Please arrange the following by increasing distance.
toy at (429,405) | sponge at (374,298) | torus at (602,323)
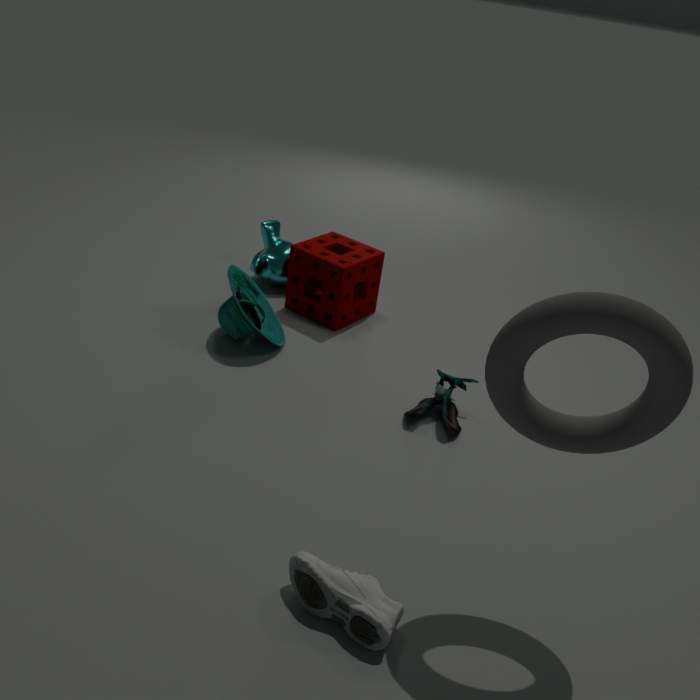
torus at (602,323) → toy at (429,405) → sponge at (374,298)
